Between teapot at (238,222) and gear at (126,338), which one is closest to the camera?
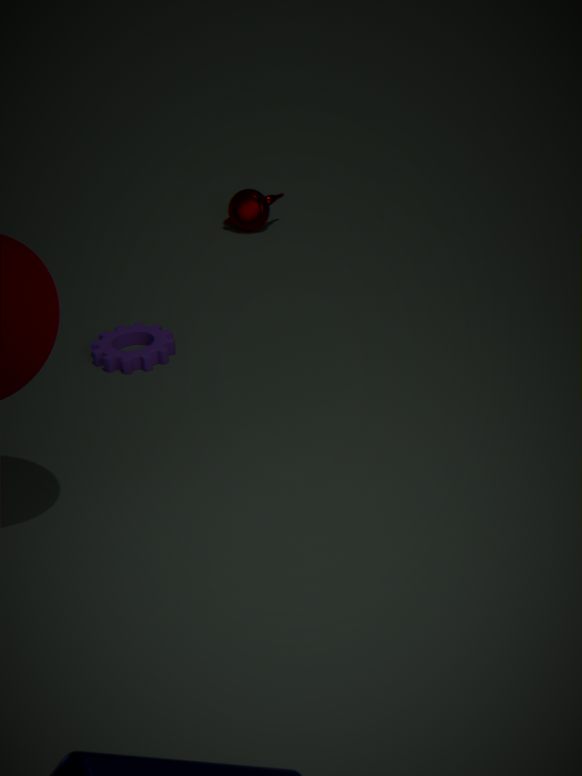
gear at (126,338)
